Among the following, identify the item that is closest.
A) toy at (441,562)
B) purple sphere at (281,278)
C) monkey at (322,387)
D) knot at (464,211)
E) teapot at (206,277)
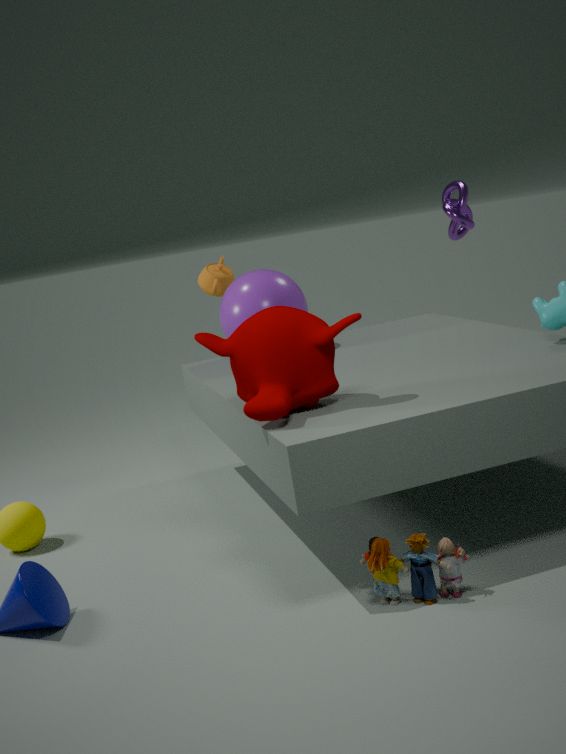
toy at (441,562)
